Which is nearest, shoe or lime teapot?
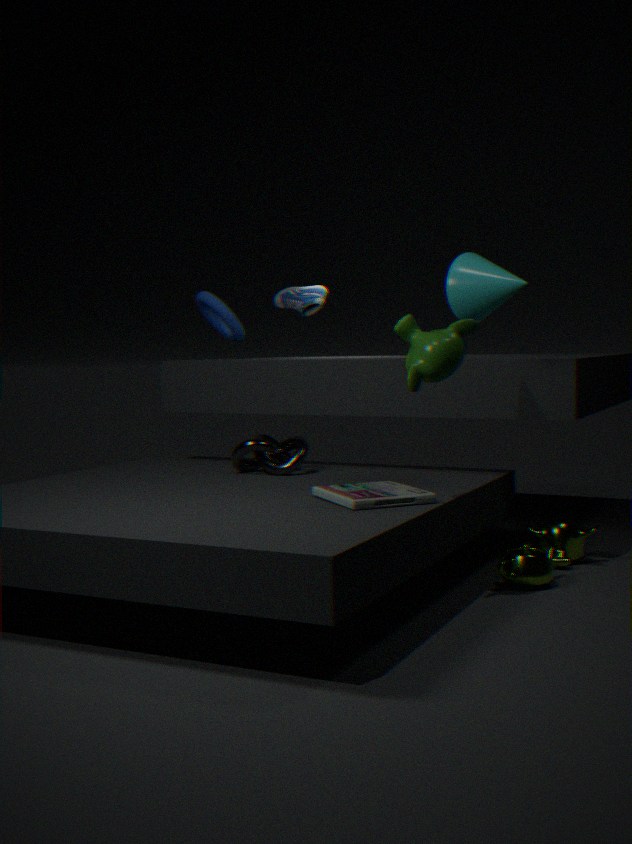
lime teapot
